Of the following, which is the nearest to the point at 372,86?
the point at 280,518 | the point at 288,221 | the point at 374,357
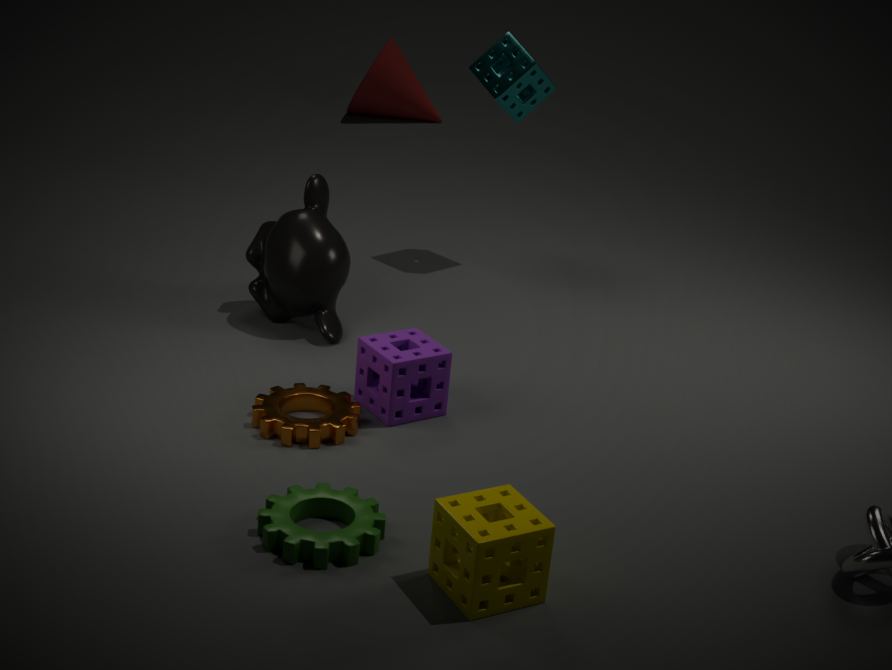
the point at 288,221
